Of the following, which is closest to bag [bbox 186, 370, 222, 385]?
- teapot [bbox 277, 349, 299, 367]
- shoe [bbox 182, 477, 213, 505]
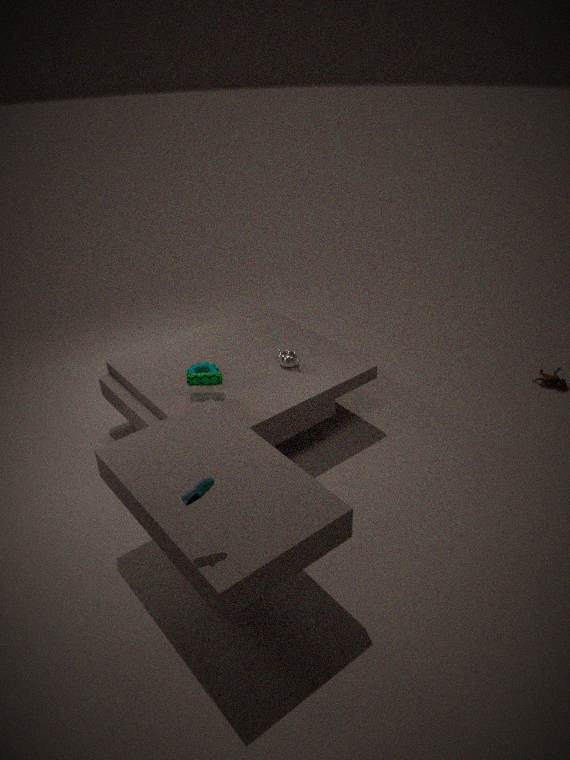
teapot [bbox 277, 349, 299, 367]
